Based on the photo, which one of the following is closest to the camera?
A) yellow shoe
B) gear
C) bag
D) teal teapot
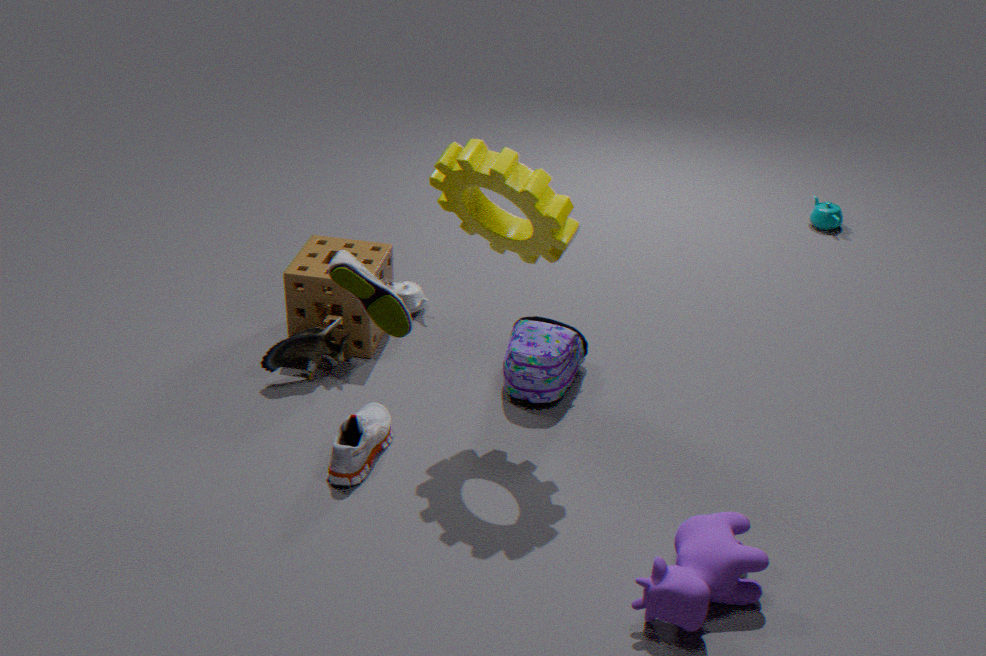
yellow shoe
